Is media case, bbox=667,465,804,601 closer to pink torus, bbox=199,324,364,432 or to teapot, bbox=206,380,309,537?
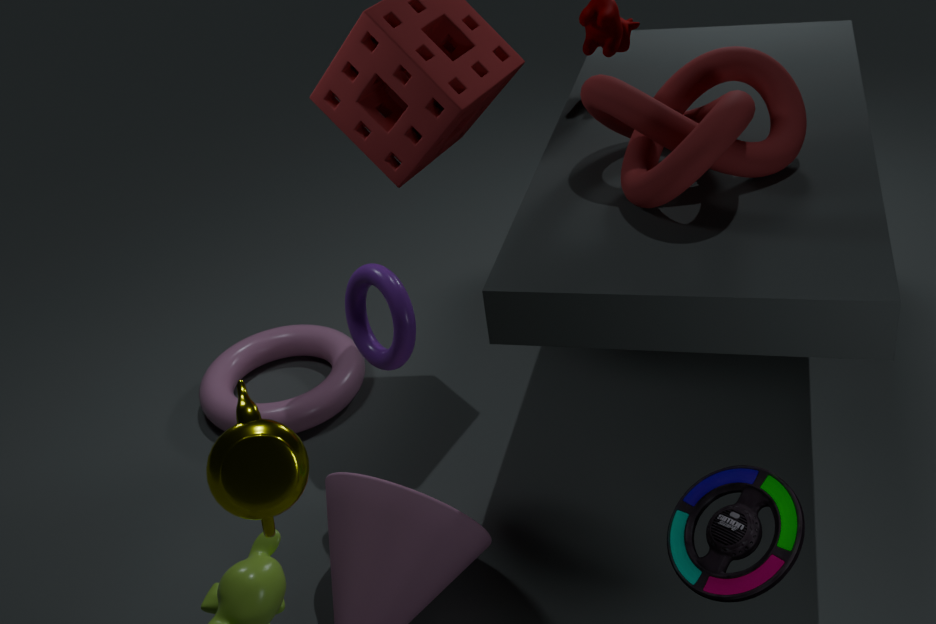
teapot, bbox=206,380,309,537
